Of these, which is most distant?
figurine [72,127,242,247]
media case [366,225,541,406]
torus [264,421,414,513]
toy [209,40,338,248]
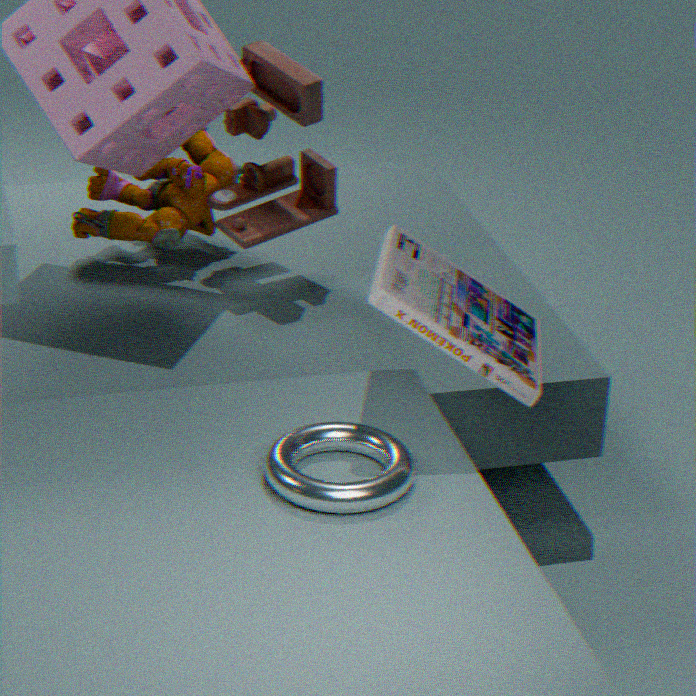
figurine [72,127,242,247]
